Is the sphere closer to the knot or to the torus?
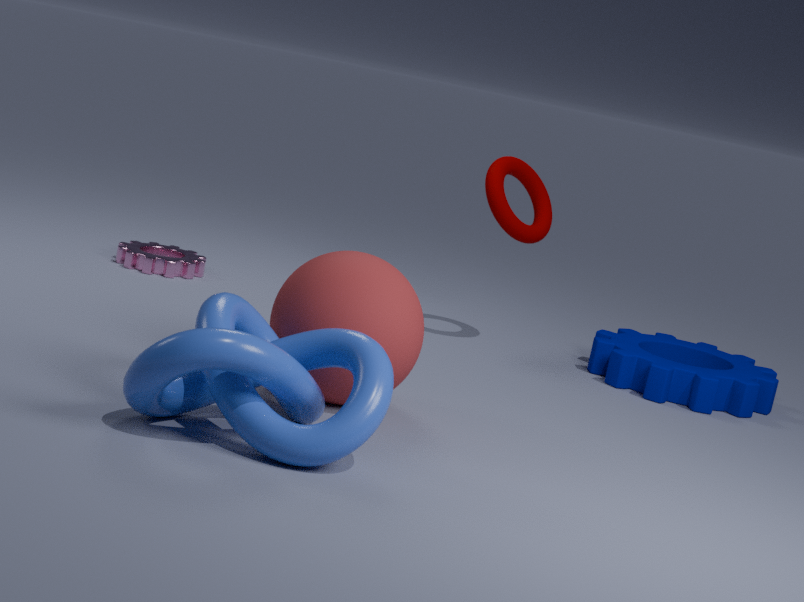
the knot
